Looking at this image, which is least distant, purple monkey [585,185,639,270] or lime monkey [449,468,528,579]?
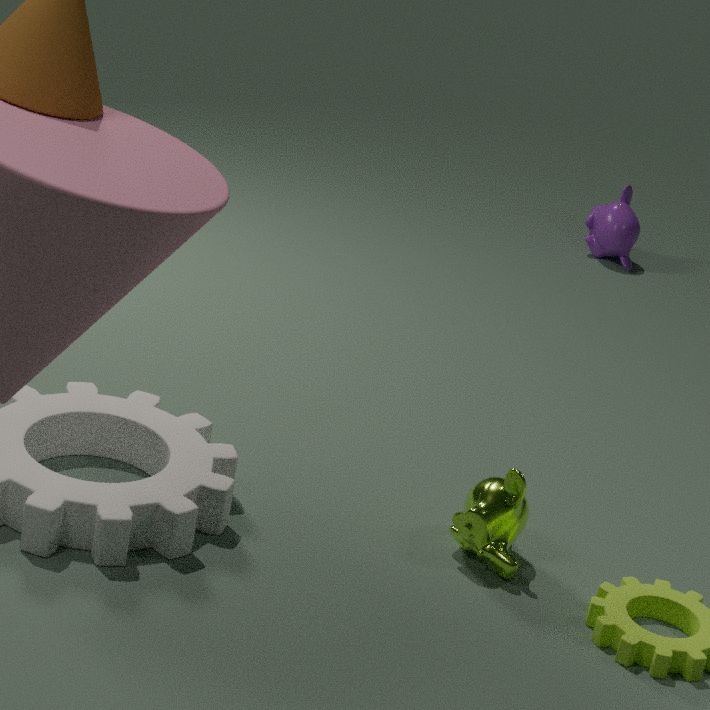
lime monkey [449,468,528,579]
